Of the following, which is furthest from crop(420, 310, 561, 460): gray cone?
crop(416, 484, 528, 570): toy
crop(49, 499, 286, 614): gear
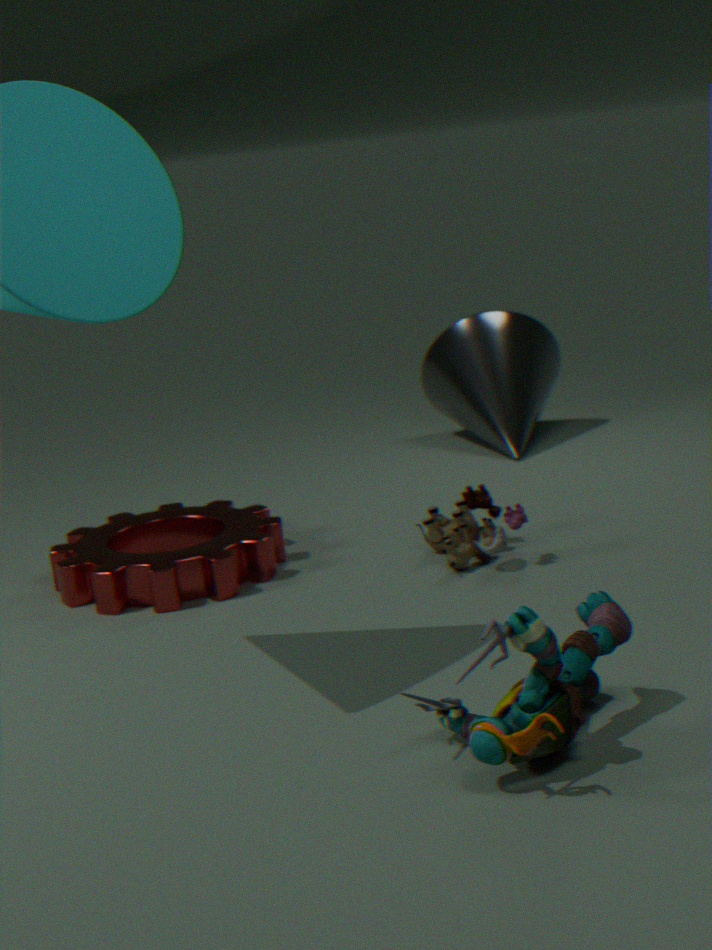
crop(49, 499, 286, 614): gear
